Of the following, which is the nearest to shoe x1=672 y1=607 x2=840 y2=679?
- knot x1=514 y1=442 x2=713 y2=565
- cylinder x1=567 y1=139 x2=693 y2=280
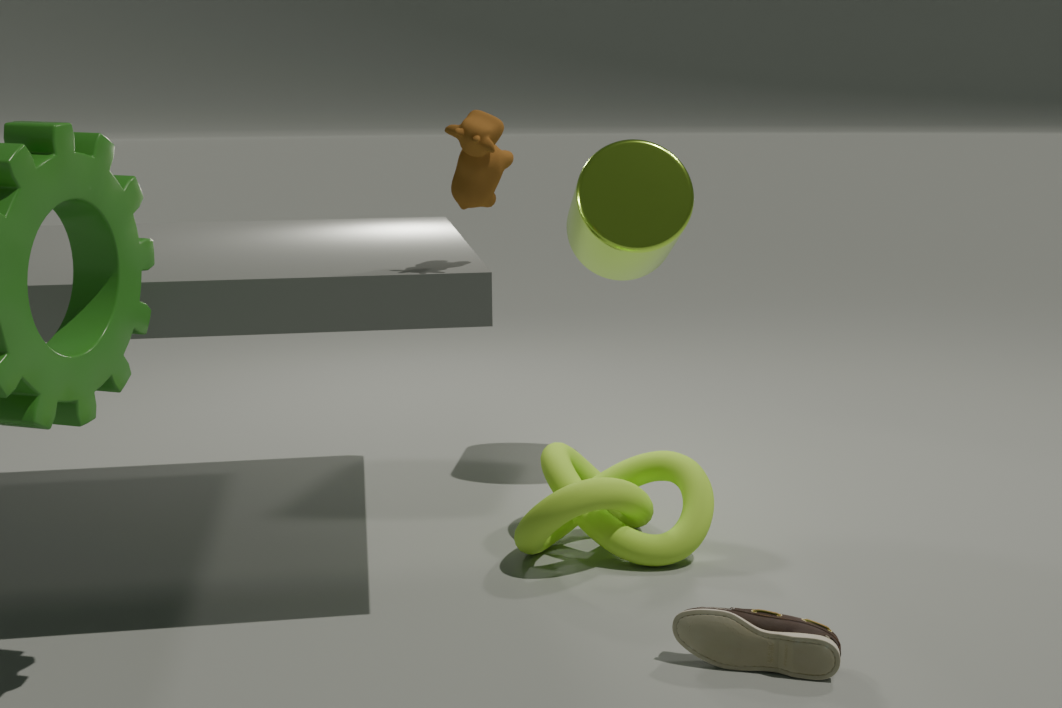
knot x1=514 y1=442 x2=713 y2=565
